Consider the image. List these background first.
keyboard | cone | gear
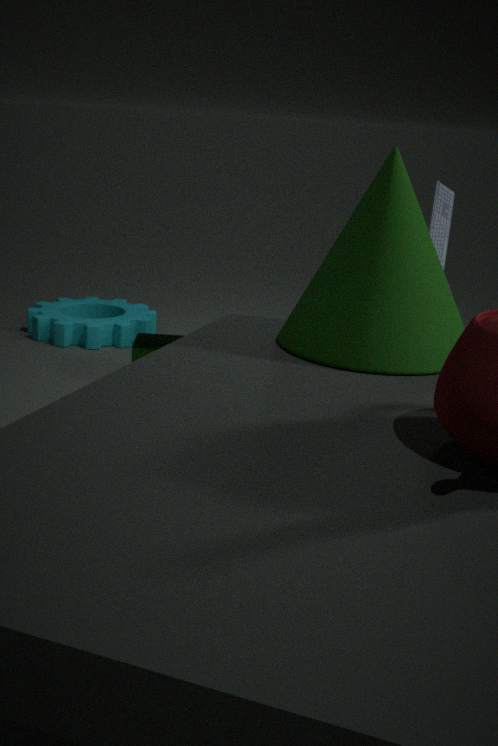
gear
keyboard
cone
